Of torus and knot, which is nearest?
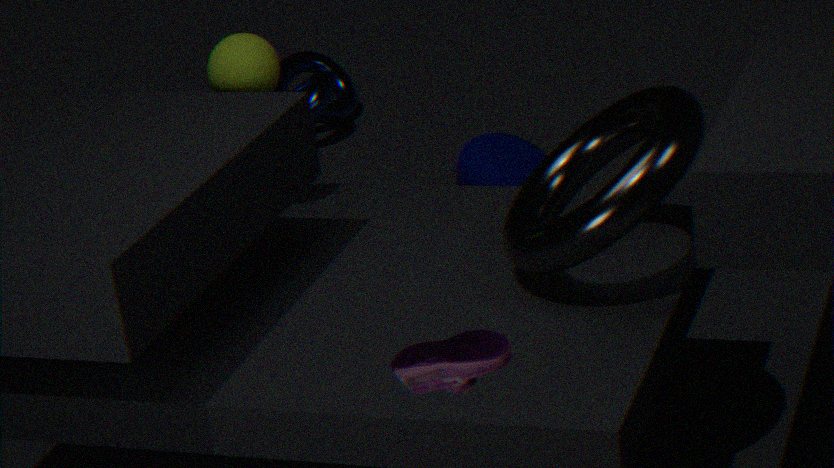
torus
